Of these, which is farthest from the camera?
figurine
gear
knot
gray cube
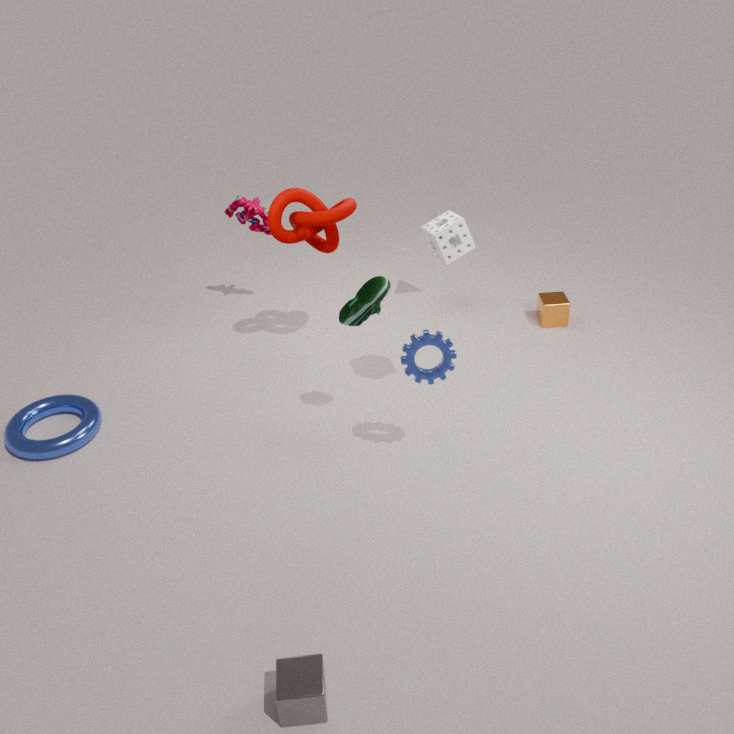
figurine
